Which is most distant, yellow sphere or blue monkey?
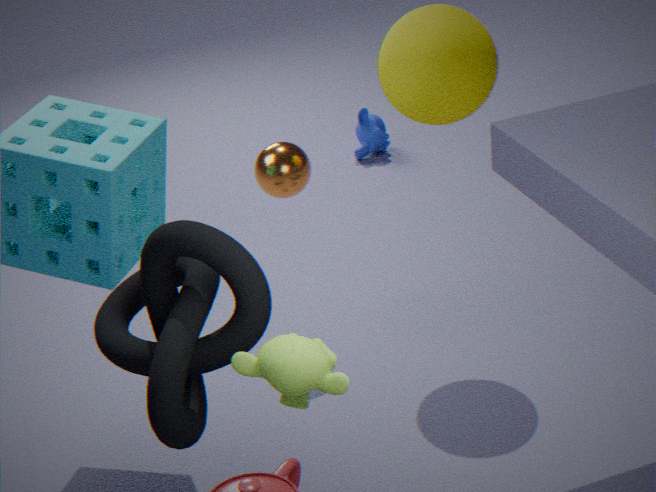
blue monkey
